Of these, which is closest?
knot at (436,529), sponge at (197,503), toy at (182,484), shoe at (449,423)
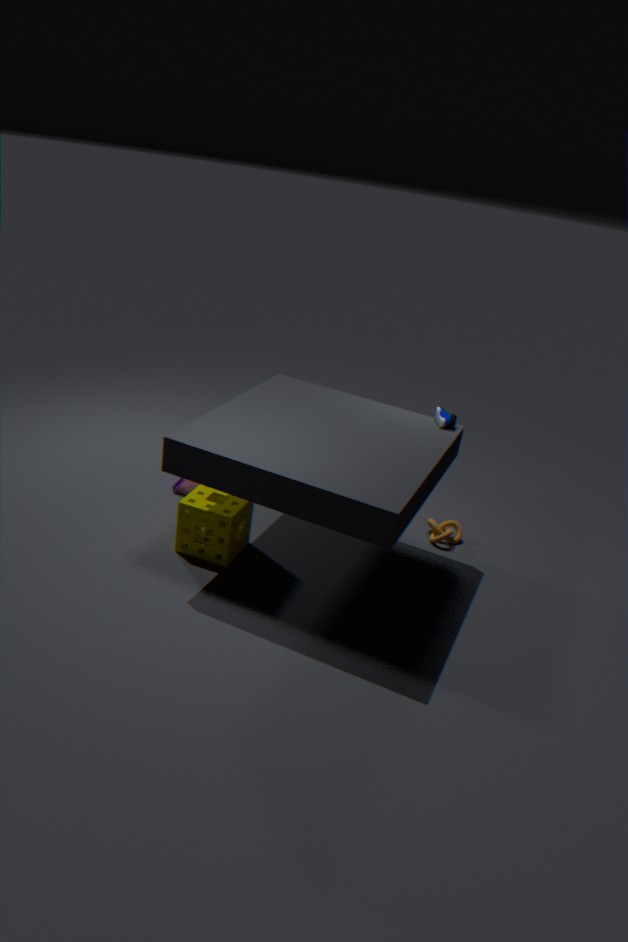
sponge at (197,503)
